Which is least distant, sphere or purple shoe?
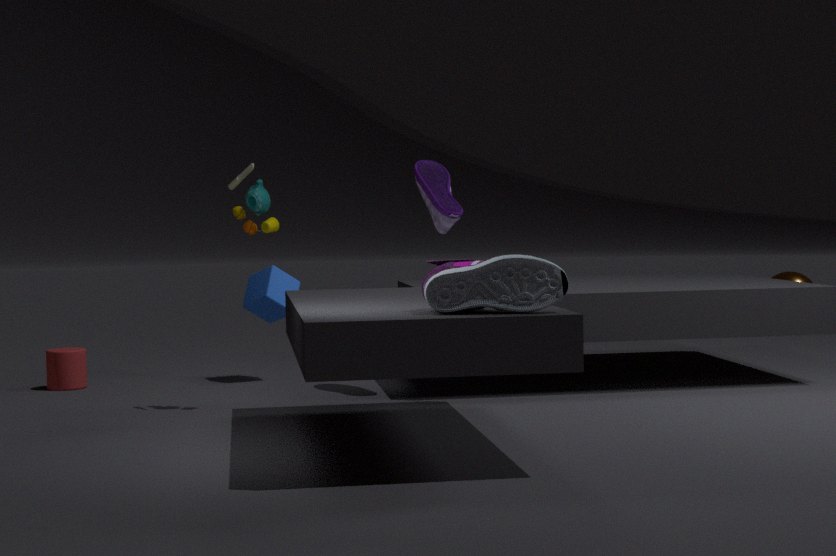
purple shoe
